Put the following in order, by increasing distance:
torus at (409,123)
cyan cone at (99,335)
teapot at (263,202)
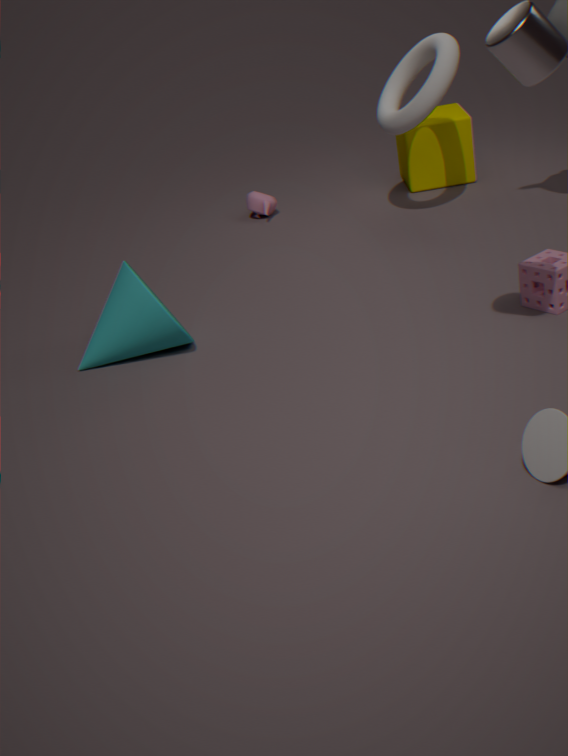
cyan cone at (99,335) < torus at (409,123) < teapot at (263,202)
